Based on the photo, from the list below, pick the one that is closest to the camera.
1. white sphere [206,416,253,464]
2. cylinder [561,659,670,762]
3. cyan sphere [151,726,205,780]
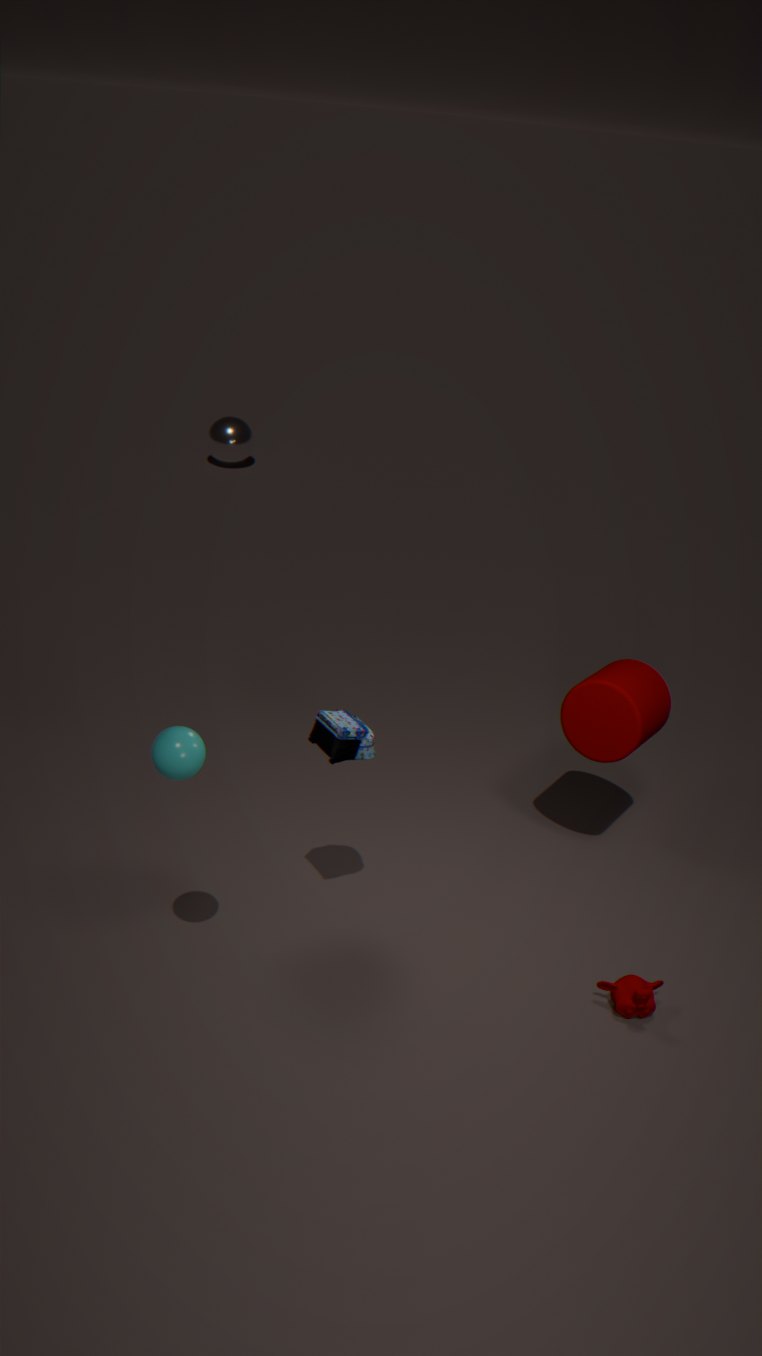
cyan sphere [151,726,205,780]
